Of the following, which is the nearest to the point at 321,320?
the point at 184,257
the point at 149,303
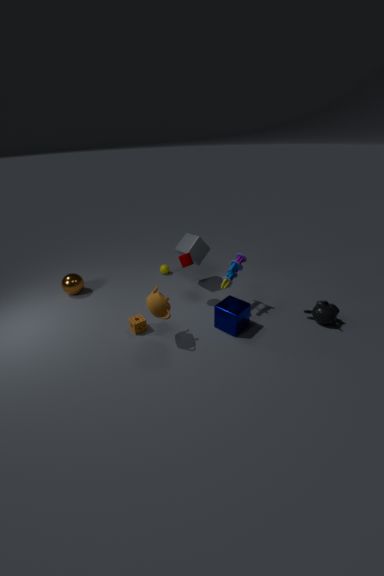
the point at 184,257
